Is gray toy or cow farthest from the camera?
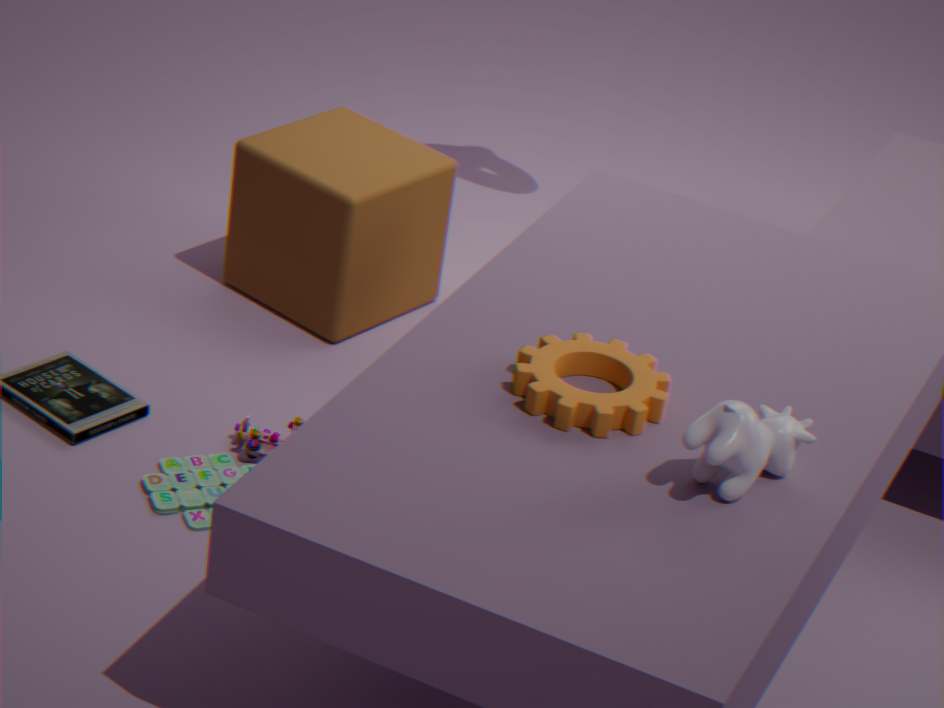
gray toy
